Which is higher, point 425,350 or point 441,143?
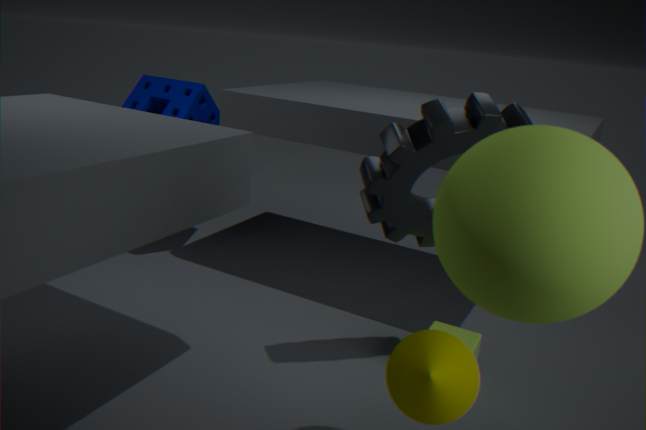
point 441,143
